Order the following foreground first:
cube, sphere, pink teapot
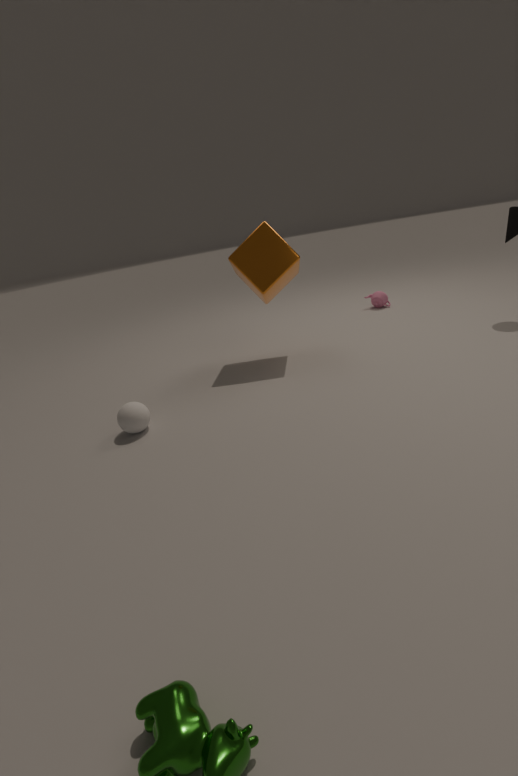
sphere, cube, pink teapot
